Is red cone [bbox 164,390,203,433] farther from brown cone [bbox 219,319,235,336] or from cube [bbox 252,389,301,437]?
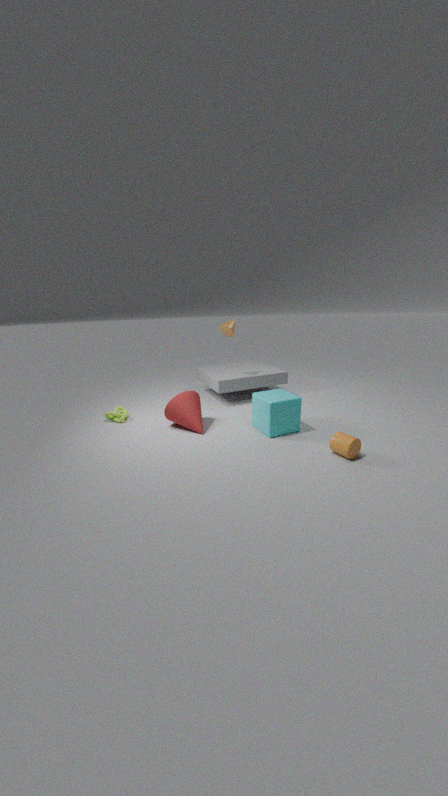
brown cone [bbox 219,319,235,336]
